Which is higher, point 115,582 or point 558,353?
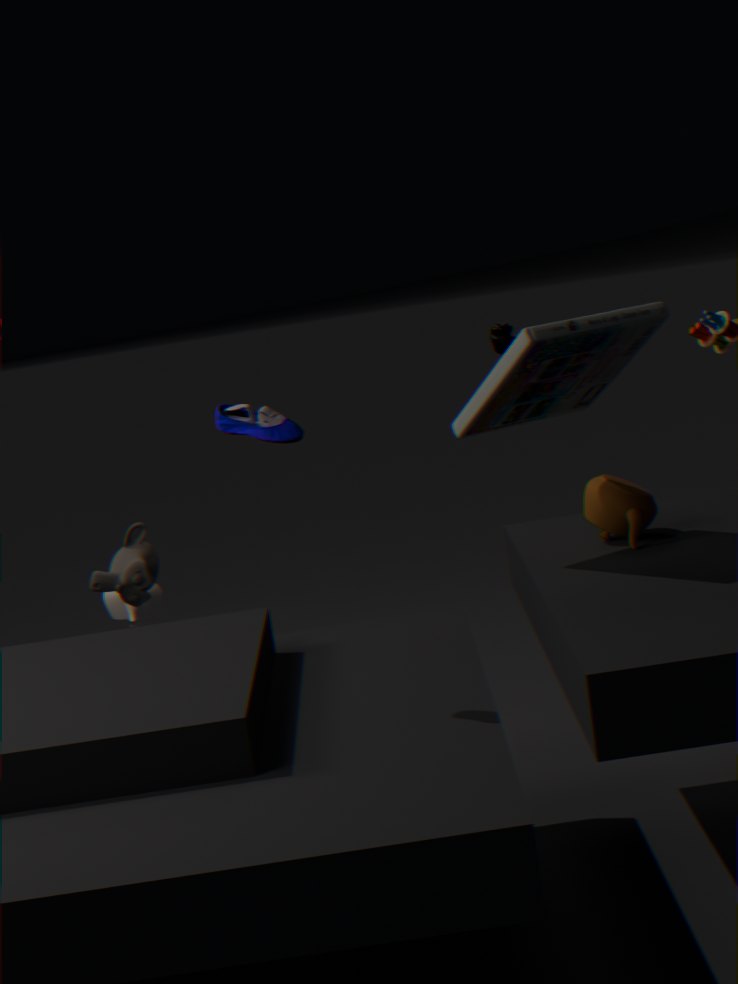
point 558,353
